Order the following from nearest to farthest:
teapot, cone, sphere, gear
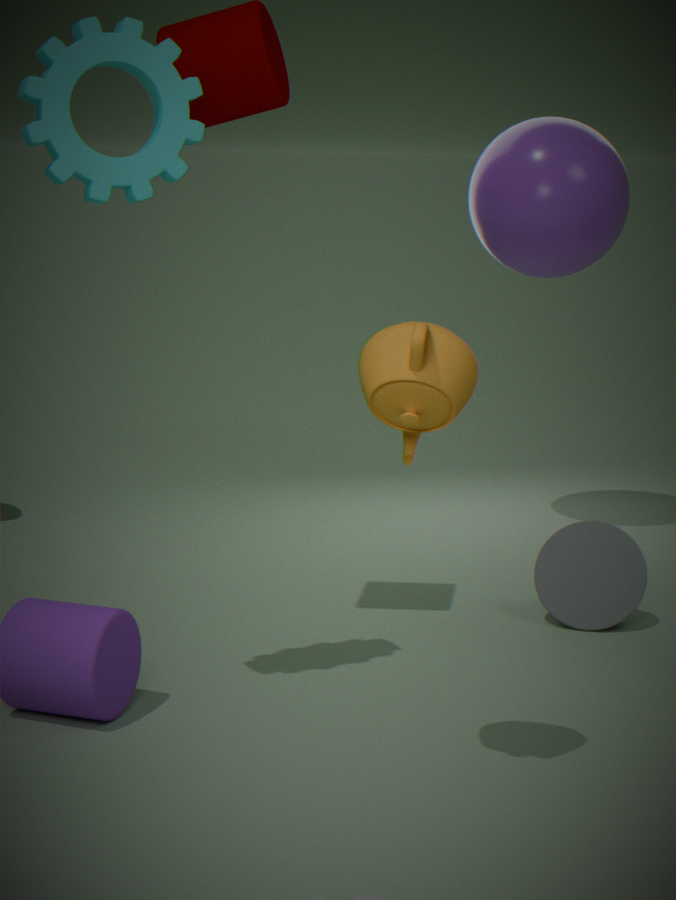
teapot, gear, cone, sphere
